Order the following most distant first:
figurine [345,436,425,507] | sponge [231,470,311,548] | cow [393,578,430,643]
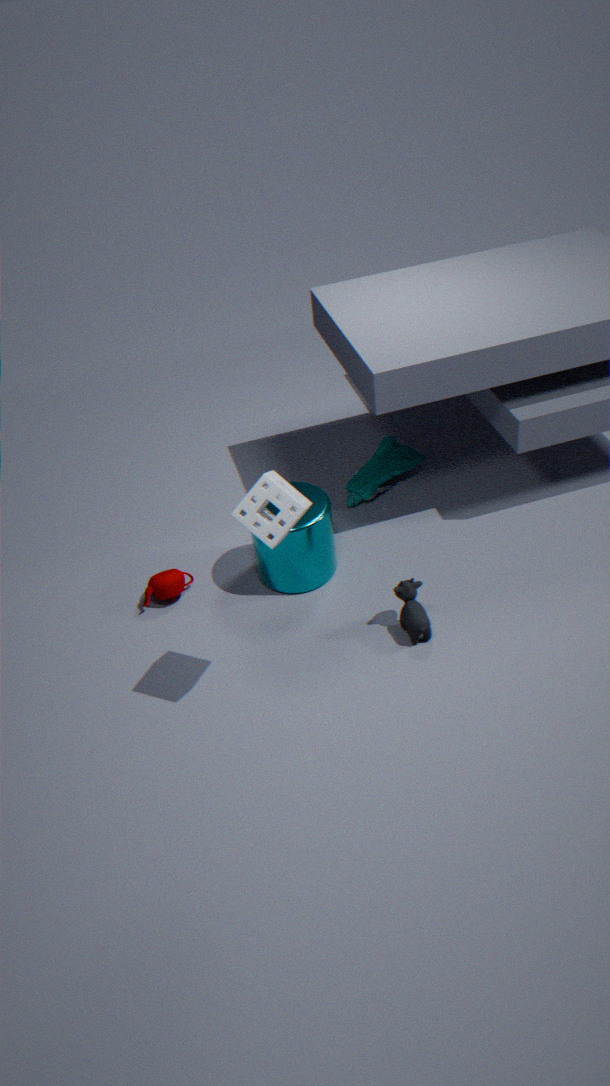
figurine [345,436,425,507]
cow [393,578,430,643]
sponge [231,470,311,548]
